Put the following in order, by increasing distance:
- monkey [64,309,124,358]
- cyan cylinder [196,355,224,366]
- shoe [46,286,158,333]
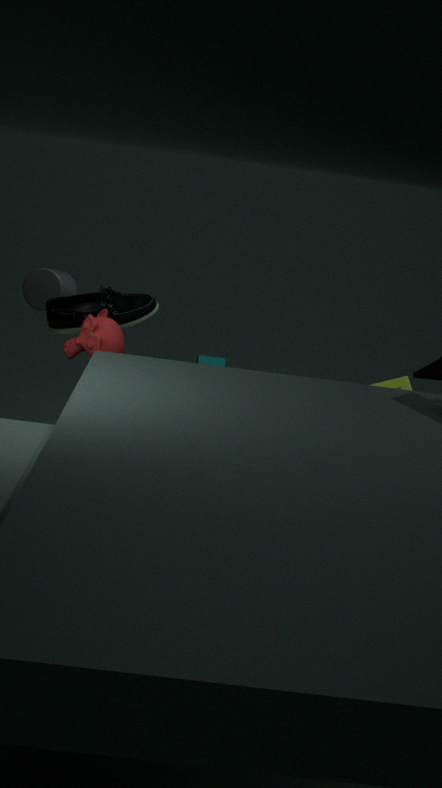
monkey [64,309,124,358] < shoe [46,286,158,333] < cyan cylinder [196,355,224,366]
